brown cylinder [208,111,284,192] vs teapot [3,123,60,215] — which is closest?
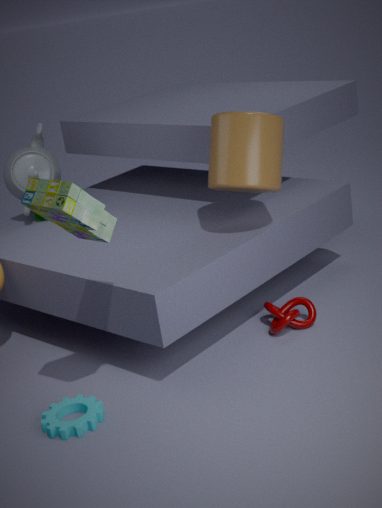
brown cylinder [208,111,284,192]
